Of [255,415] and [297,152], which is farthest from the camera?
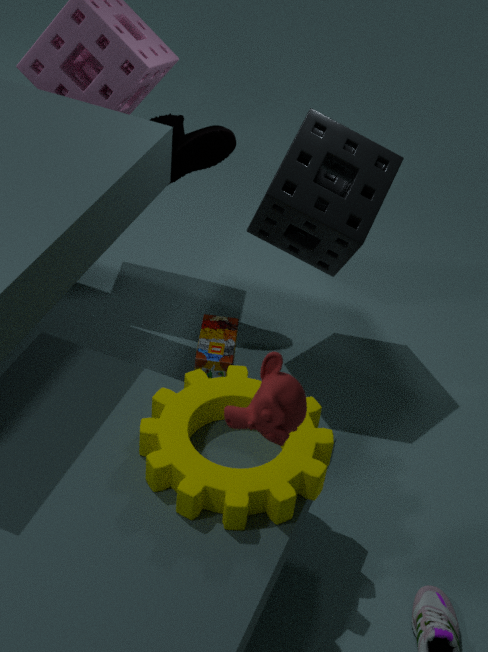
[297,152]
